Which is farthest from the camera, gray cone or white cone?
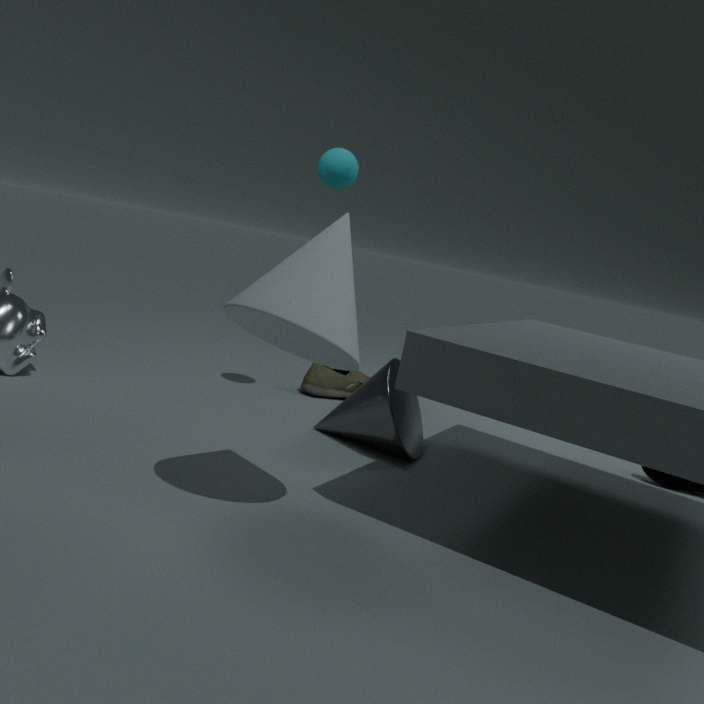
gray cone
